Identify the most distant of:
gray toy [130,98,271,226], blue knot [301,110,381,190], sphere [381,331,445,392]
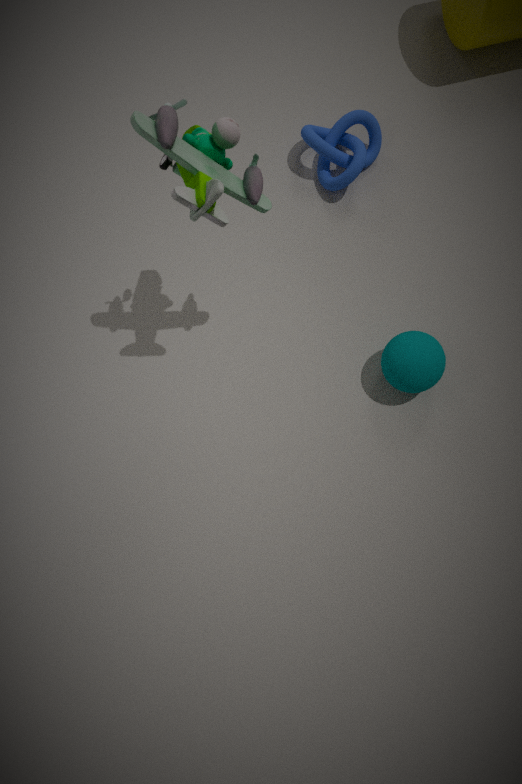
blue knot [301,110,381,190]
